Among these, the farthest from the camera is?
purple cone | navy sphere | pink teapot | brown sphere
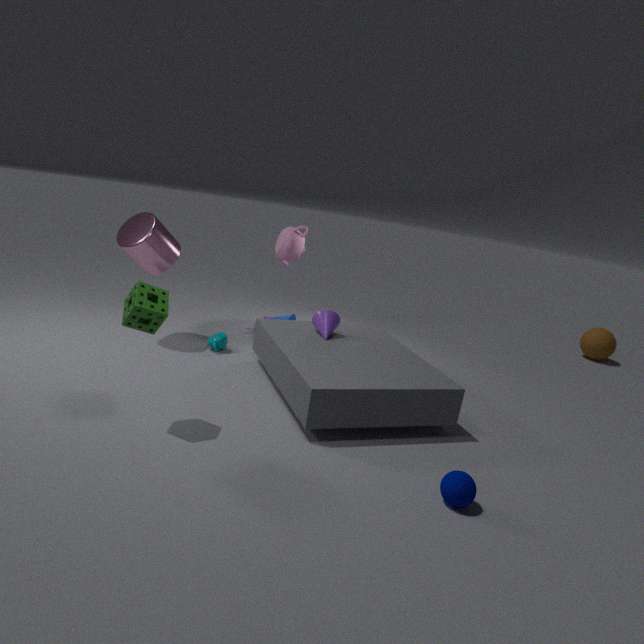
brown sphere
